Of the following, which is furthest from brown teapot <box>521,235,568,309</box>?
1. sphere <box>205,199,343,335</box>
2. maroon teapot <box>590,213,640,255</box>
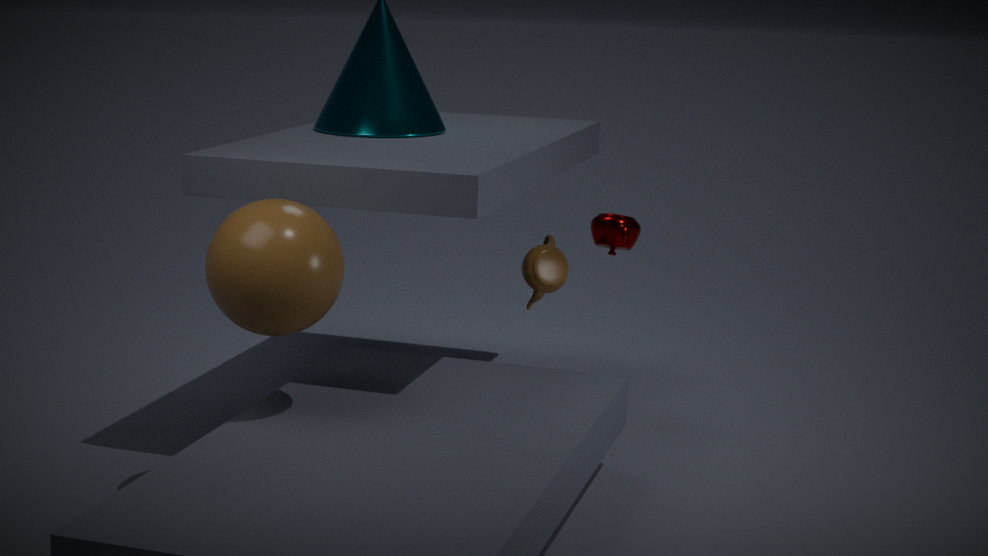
sphere <box>205,199,343,335</box>
